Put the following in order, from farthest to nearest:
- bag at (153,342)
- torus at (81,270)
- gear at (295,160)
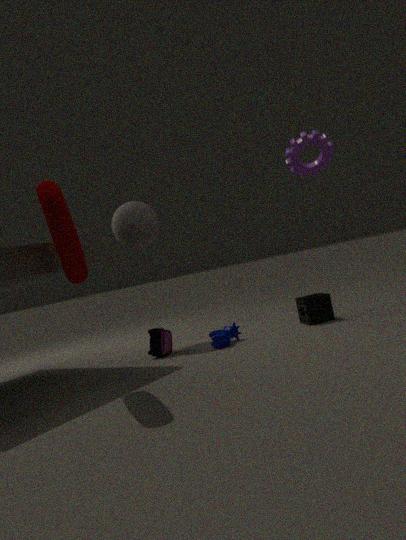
1. bag at (153,342)
2. gear at (295,160)
3. torus at (81,270)
